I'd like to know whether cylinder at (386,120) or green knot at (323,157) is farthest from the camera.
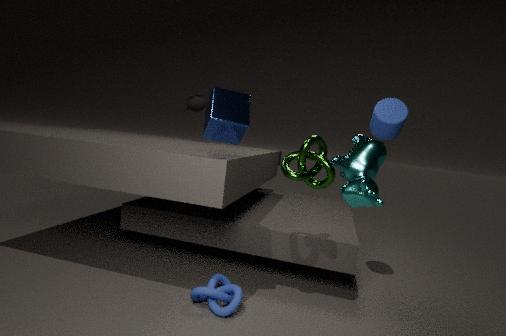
cylinder at (386,120)
